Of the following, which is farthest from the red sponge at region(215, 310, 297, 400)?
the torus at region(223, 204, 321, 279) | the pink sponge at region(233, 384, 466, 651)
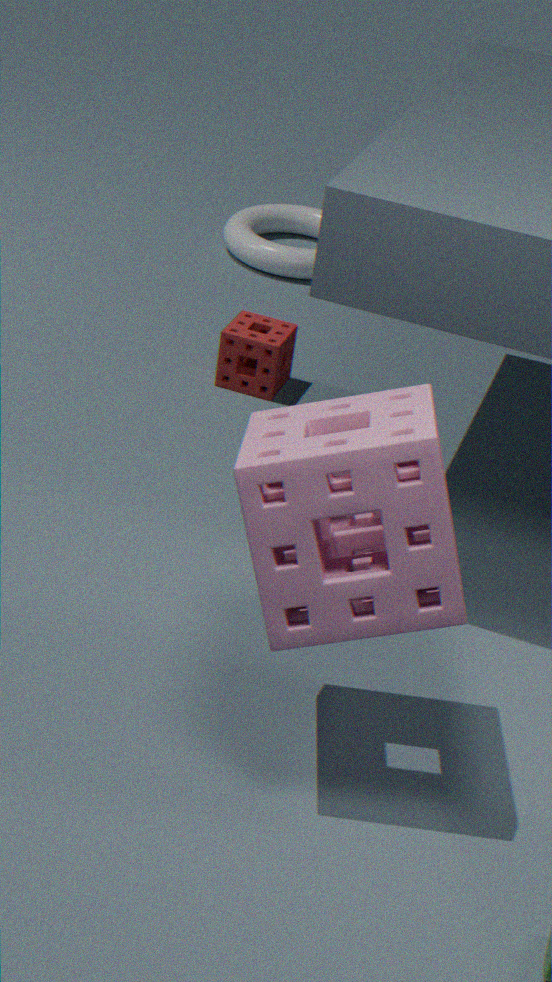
the pink sponge at region(233, 384, 466, 651)
